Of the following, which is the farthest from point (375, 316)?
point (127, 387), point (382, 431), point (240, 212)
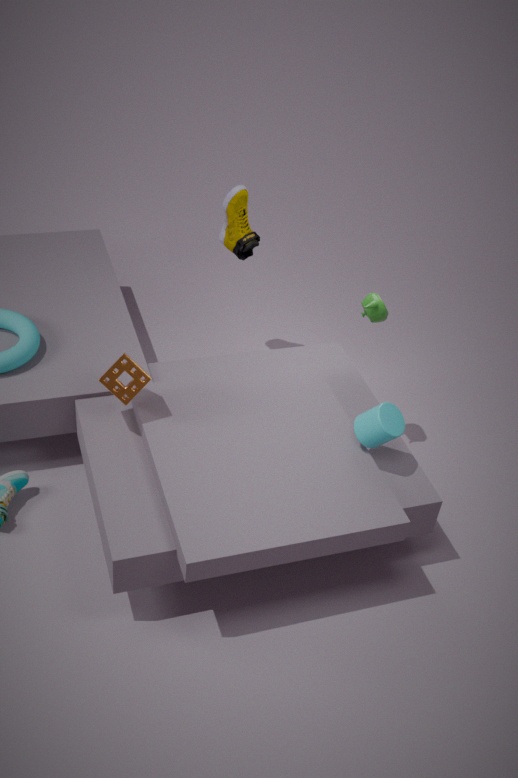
point (127, 387)
